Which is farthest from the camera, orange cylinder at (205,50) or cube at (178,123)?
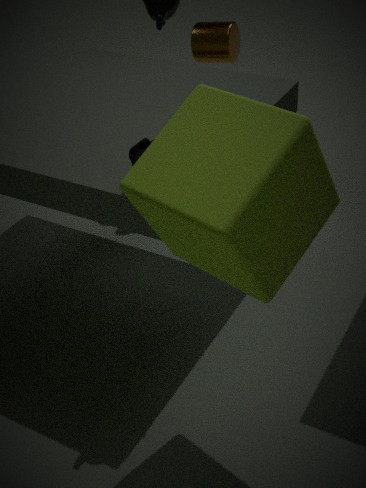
orange cylinder at (205,50)
